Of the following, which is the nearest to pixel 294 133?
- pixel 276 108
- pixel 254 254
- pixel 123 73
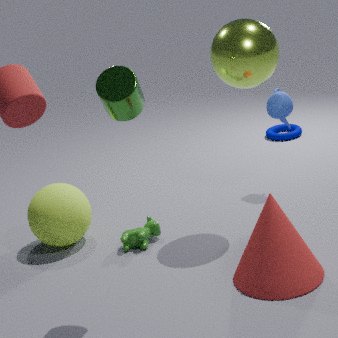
pixel 276 108
